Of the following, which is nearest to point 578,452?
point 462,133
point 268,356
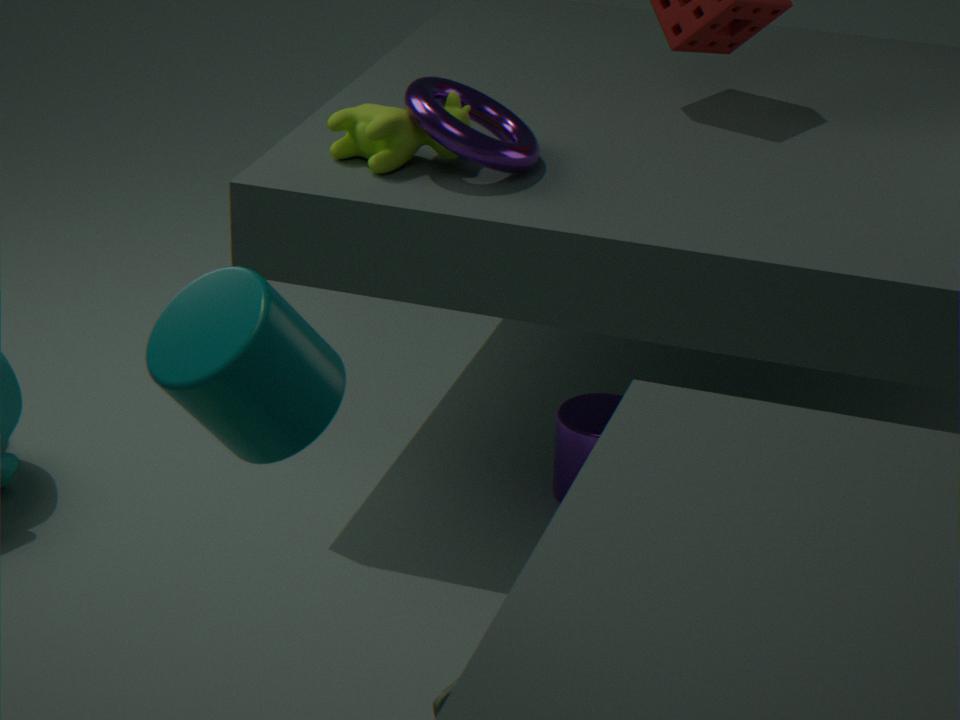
point 462,133
